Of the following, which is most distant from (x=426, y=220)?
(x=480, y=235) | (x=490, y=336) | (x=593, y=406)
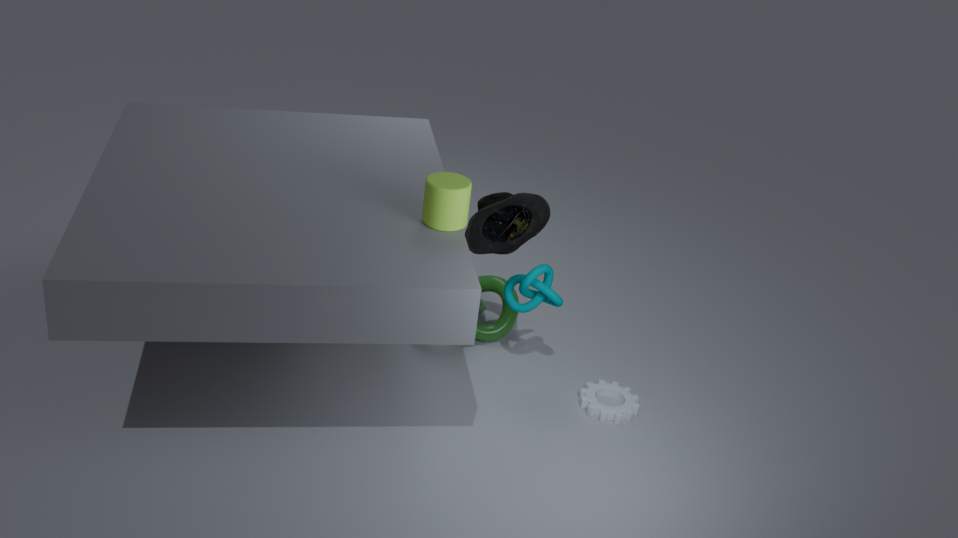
(x=593, y=406)
